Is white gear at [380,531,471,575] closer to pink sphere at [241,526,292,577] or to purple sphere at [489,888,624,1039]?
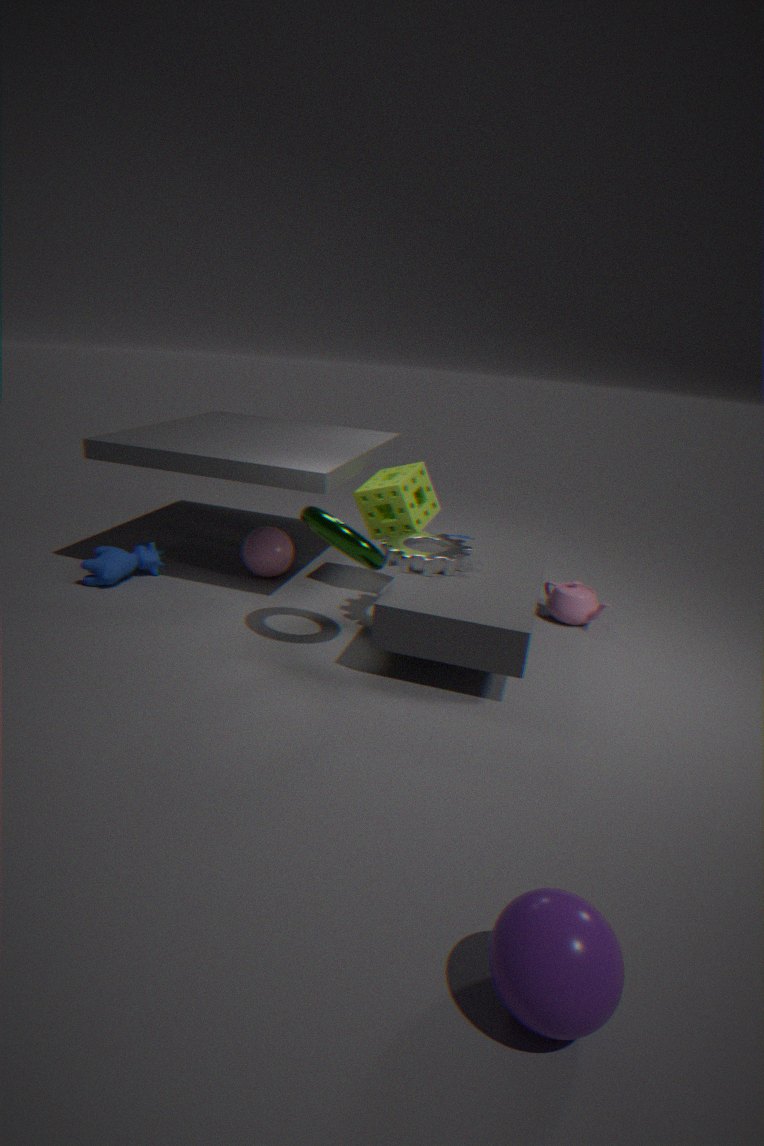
pink sphere at [241,526,292,577]
